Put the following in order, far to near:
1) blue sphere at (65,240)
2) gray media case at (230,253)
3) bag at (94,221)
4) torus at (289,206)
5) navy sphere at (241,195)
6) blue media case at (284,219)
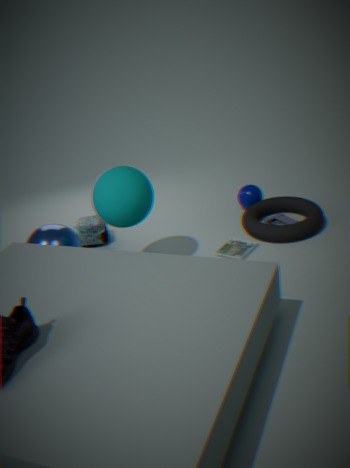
5. navy sphere at (241,195) < 3. bag at (94,221) < 6. blue media case at (284,219) < 4. torus at (289,206) < 2. gray media case at (230,253) < 1. blue sphere at (65,240)
